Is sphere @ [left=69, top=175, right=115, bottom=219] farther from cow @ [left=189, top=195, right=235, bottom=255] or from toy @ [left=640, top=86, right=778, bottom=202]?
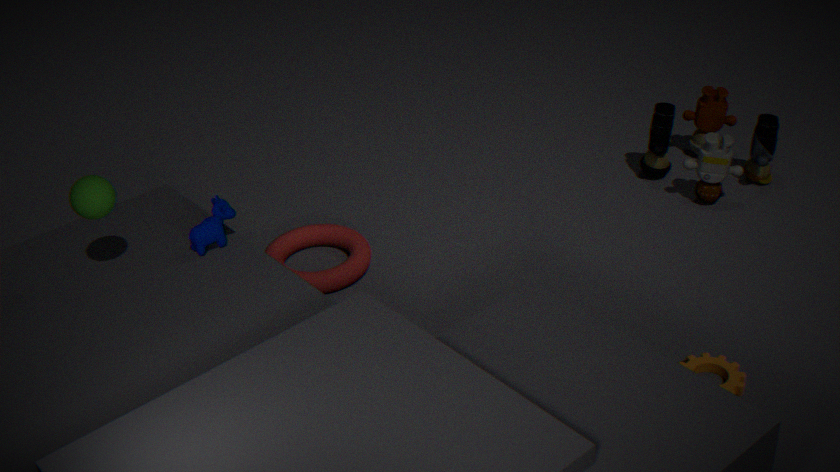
toy @ [left=640, top=86, right=778, bottom=202]
